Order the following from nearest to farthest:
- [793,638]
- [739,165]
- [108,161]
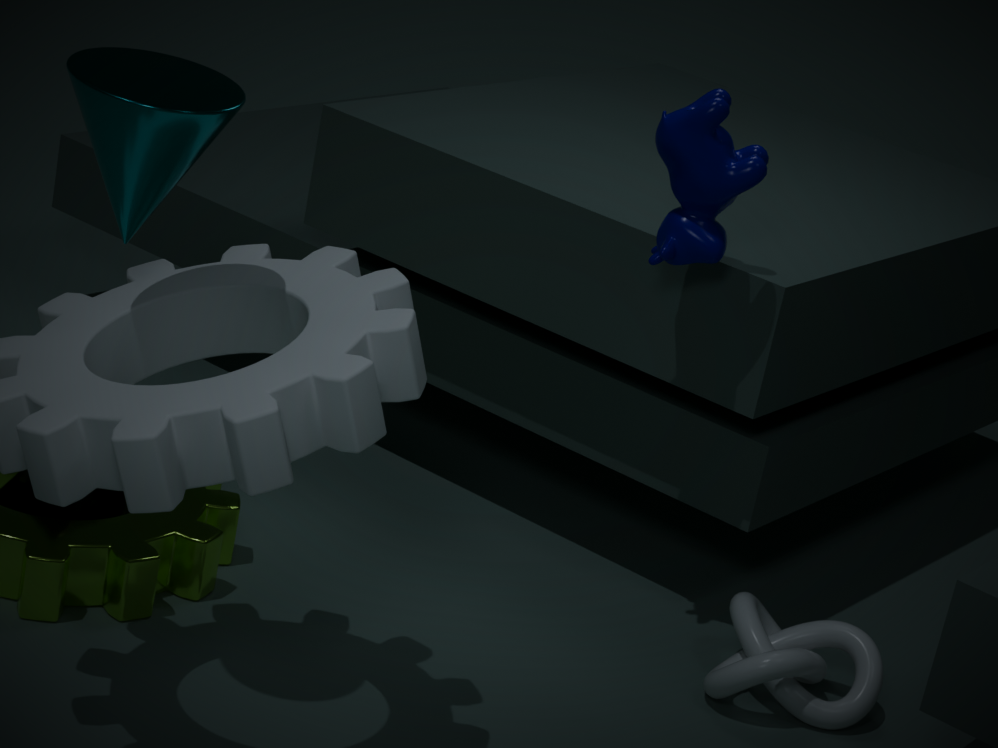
1. [108,161]
2. [739,165]
3. [793,638]
